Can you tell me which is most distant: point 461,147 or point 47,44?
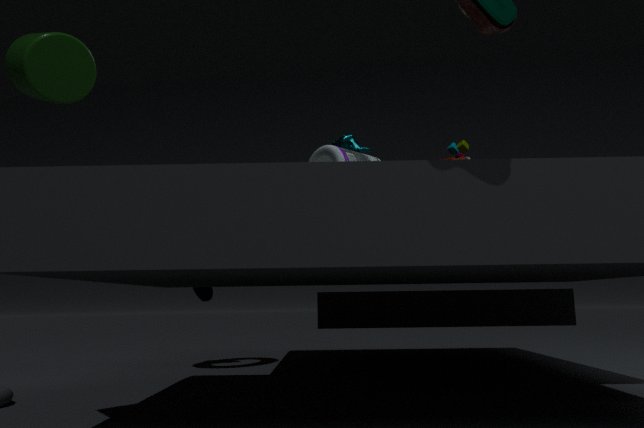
point 461,147
